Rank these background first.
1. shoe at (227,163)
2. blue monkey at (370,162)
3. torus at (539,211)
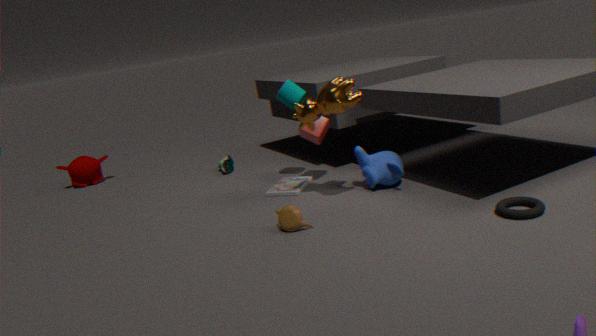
1. shoe at (227,163)
2. blue monkey at (370,162)
3. torus at (539,211)
